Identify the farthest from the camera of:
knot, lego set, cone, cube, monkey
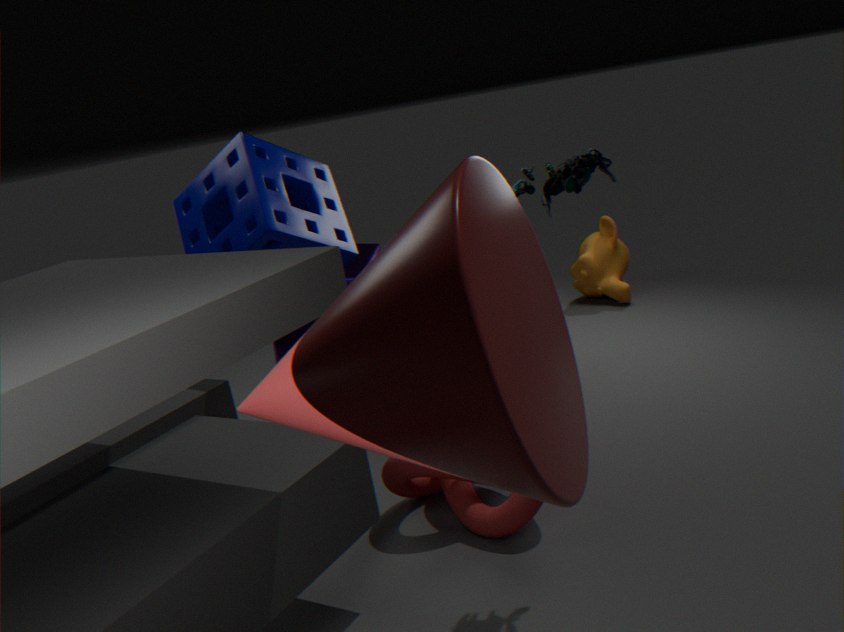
monkey
